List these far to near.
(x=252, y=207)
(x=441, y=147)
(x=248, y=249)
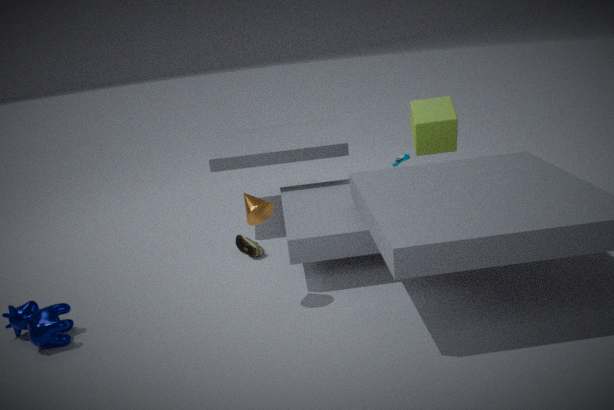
(x=441, y=147) → (x=248, y=249) → (x=252, y=207)
